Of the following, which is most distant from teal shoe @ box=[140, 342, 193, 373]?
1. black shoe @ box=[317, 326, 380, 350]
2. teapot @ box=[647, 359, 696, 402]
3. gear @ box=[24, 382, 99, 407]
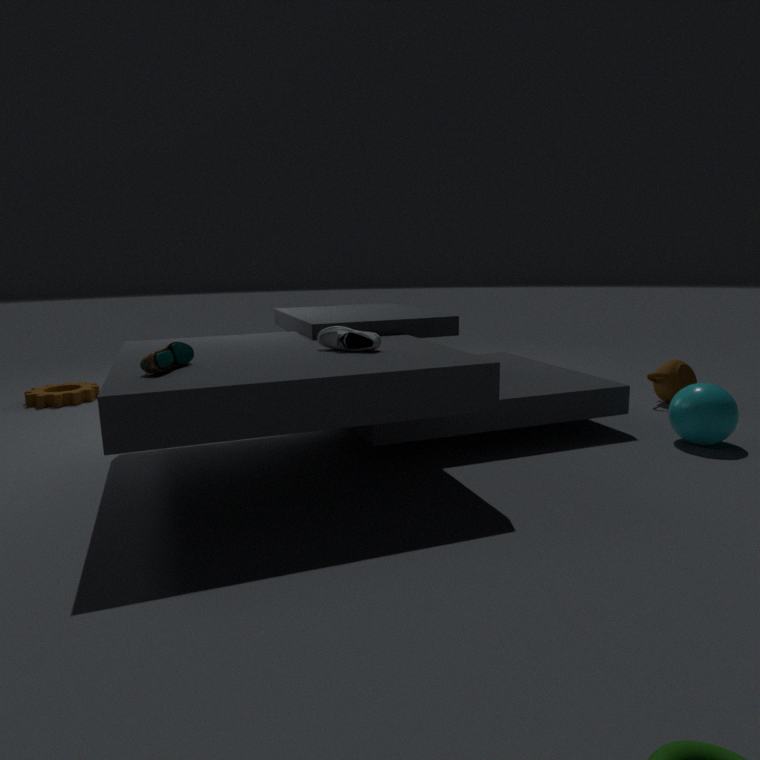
teapot @ box=[647, 359, 696, 402]
